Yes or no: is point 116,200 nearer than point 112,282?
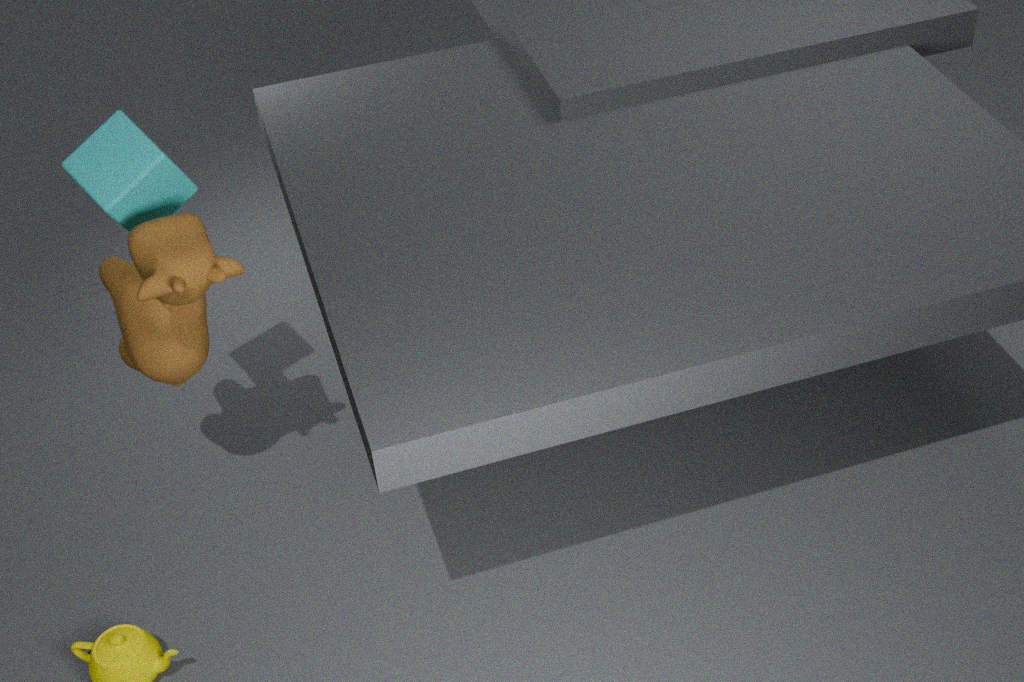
Yes
